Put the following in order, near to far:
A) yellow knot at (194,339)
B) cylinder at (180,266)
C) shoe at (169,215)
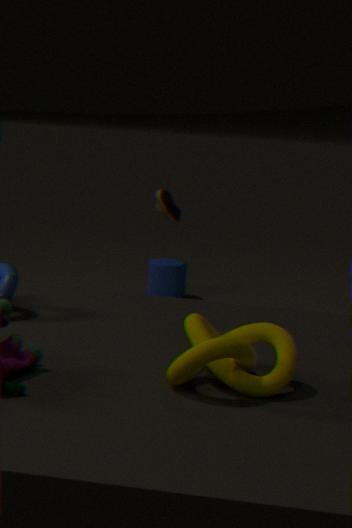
yellow knot at (194,339)
shoe at (169,215)
cylinder at (180,266)
